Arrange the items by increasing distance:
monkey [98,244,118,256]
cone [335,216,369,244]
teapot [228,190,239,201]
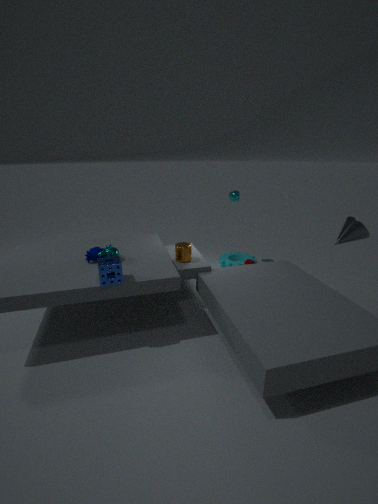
cone [335,216,369,244] < monkey [98,244,118,256] < teapot [228,190,239,201]
